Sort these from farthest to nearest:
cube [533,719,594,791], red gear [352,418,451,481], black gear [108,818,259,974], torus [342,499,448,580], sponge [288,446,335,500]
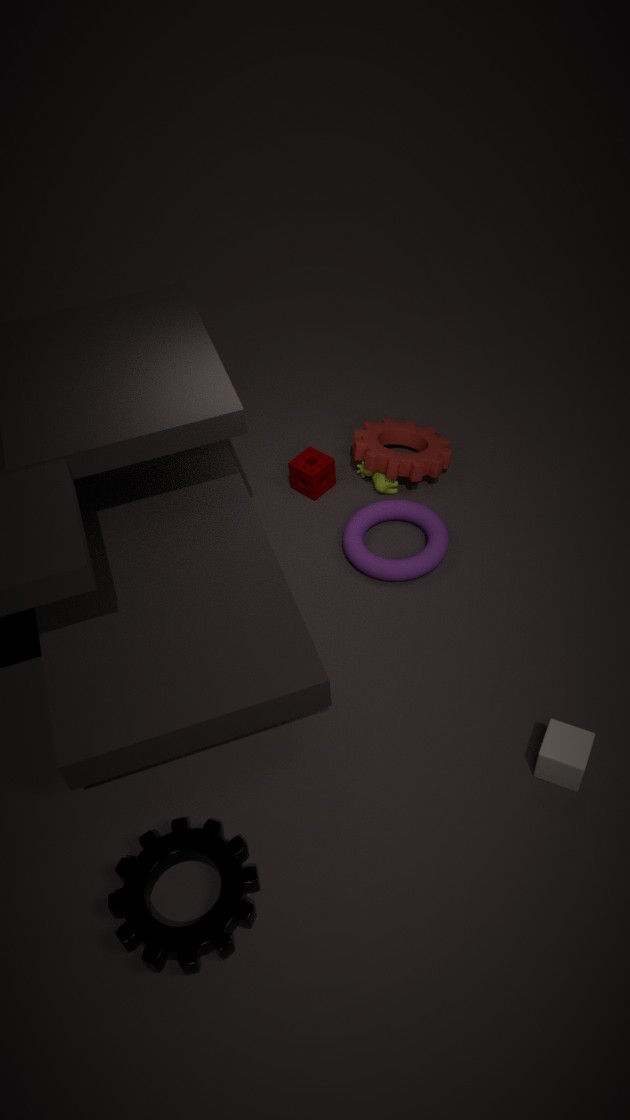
sponge [288,446,335,500] < red gear [352,418,451,481] < torus [342,499,448,580] < cube [533,719,594,791] < black gear [108,818,259,974]
